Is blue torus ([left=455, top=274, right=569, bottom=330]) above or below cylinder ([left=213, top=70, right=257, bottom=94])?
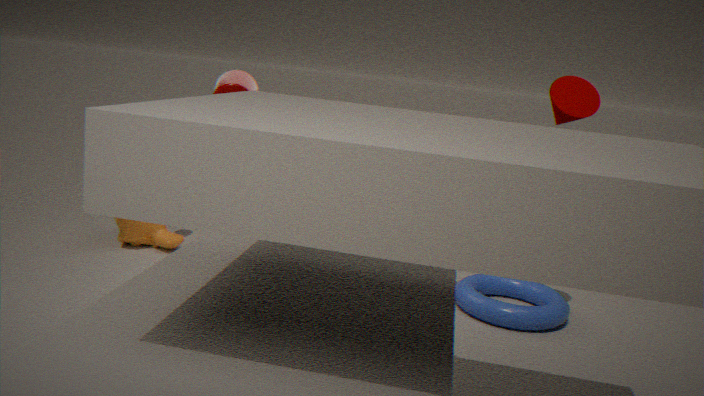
below
